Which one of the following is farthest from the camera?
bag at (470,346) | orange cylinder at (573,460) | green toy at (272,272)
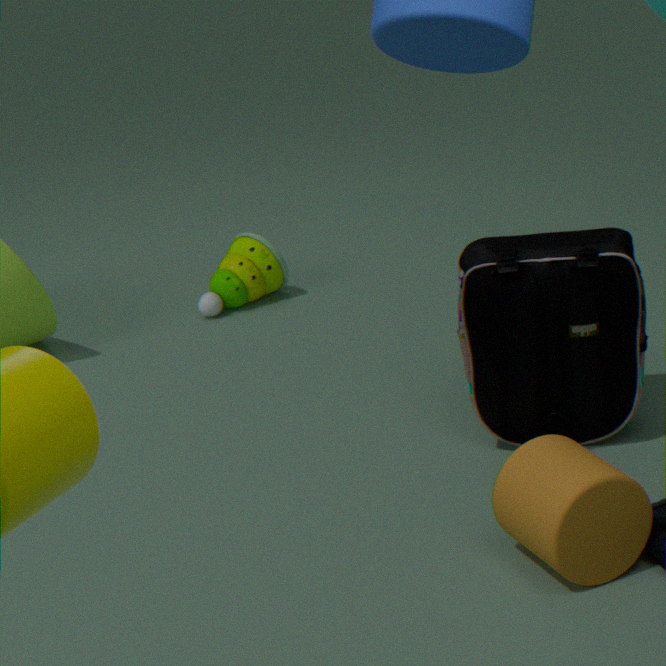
green toy at (272,272)
